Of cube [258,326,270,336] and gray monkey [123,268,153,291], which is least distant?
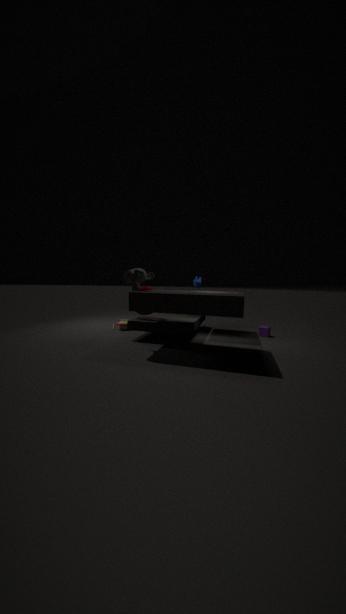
gray monkey [123,268,153,291]
